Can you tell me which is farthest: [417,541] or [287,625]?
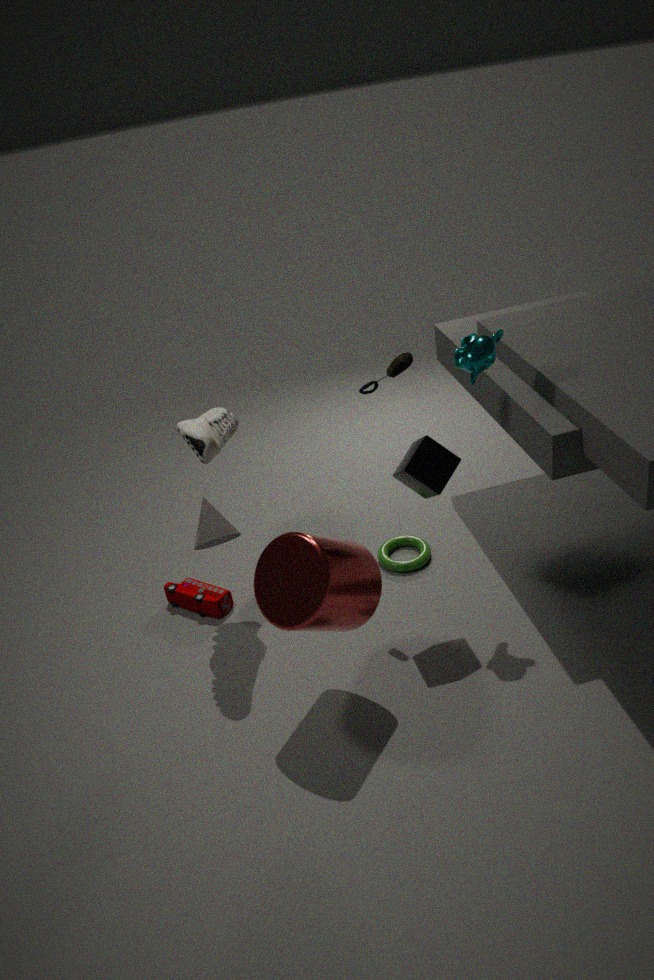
[417,541]
